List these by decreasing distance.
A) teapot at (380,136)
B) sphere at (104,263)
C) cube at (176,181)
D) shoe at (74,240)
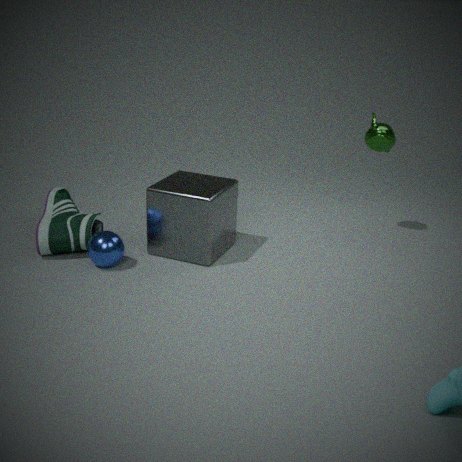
1. teapot at (380,136)
2. shoe at (74,240)
3. cube at (176,181)
4. sphere at (104,263)
